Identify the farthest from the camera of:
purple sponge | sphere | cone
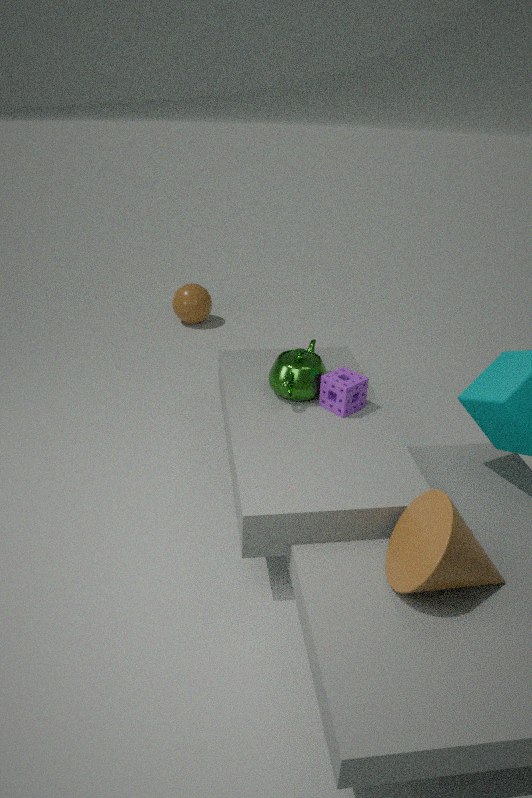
sphere
